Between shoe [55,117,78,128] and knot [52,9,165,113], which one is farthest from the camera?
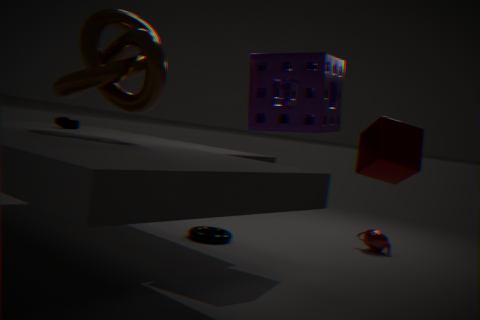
shoe [55,117,78,128]
